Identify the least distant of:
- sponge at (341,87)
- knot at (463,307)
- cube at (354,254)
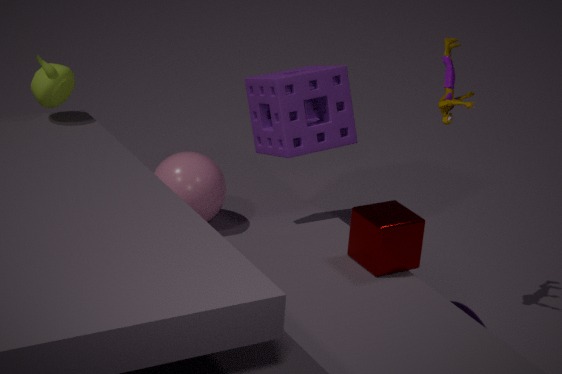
cube at (354,254)
